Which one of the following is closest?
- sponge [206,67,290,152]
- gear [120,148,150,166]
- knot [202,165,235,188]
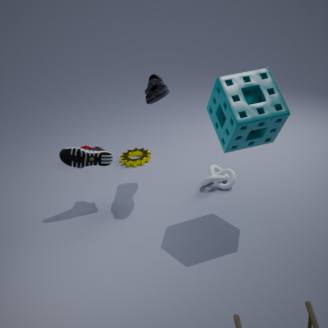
sponge [206,67,290,152]
